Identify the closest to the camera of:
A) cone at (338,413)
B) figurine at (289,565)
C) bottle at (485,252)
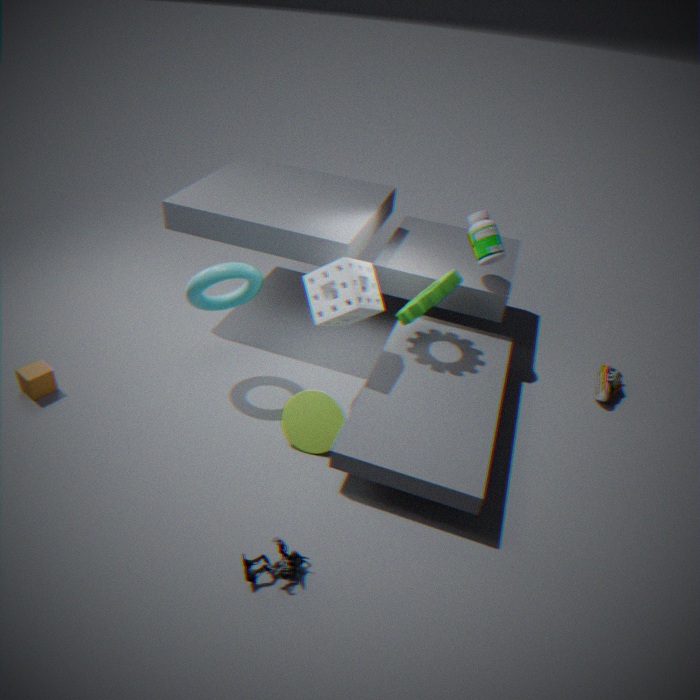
figurine at (289,565)
